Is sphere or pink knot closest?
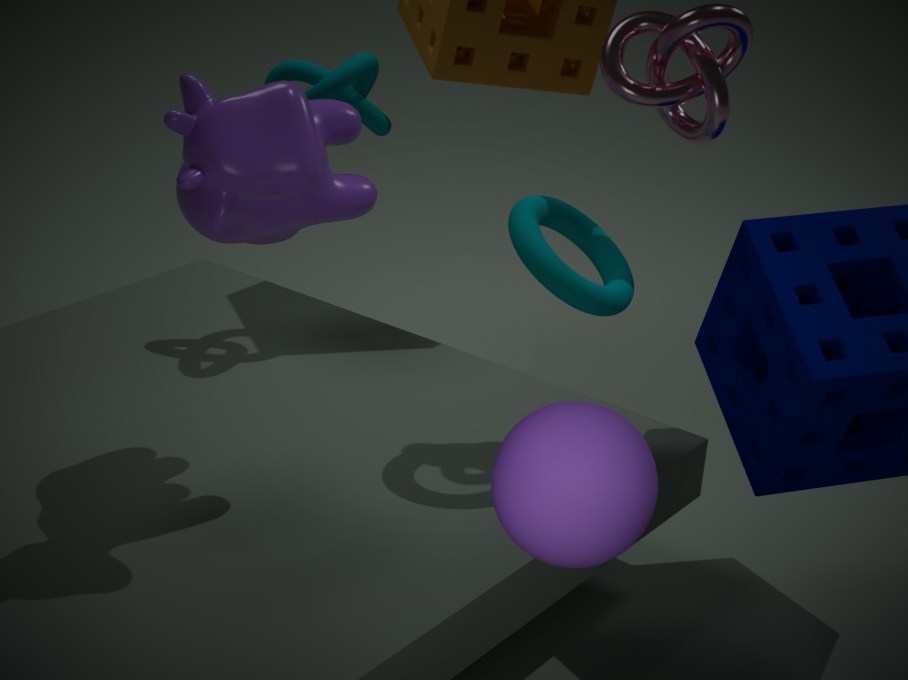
sphere
